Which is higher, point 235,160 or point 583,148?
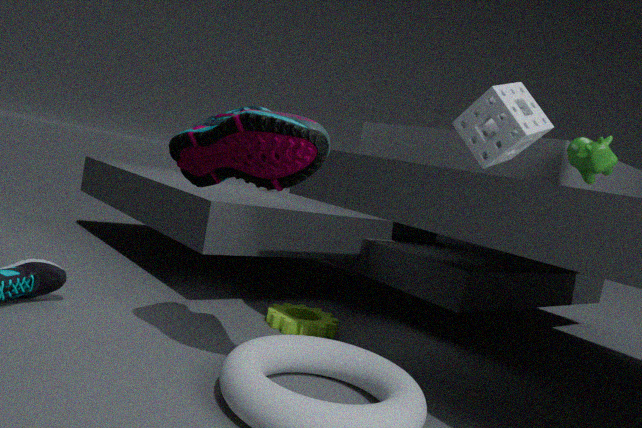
point 583,148
